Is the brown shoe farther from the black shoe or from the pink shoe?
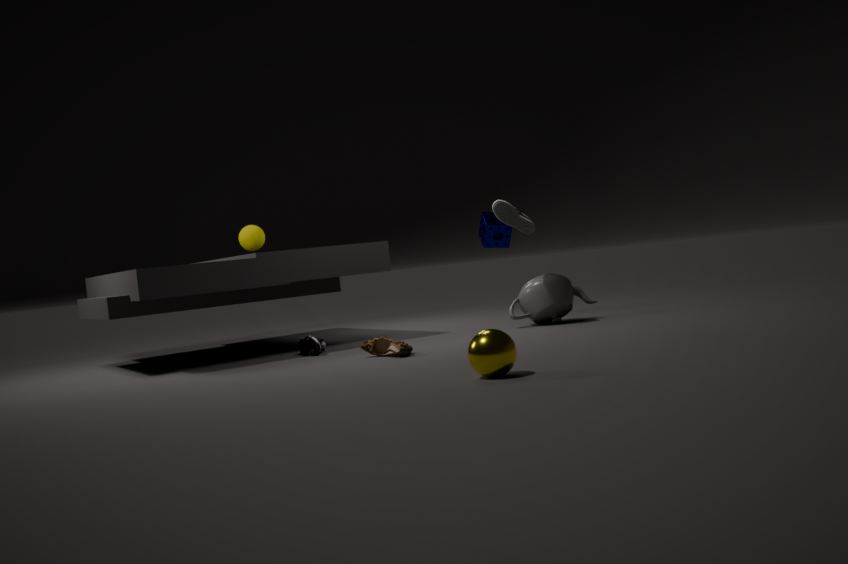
the black shoe
